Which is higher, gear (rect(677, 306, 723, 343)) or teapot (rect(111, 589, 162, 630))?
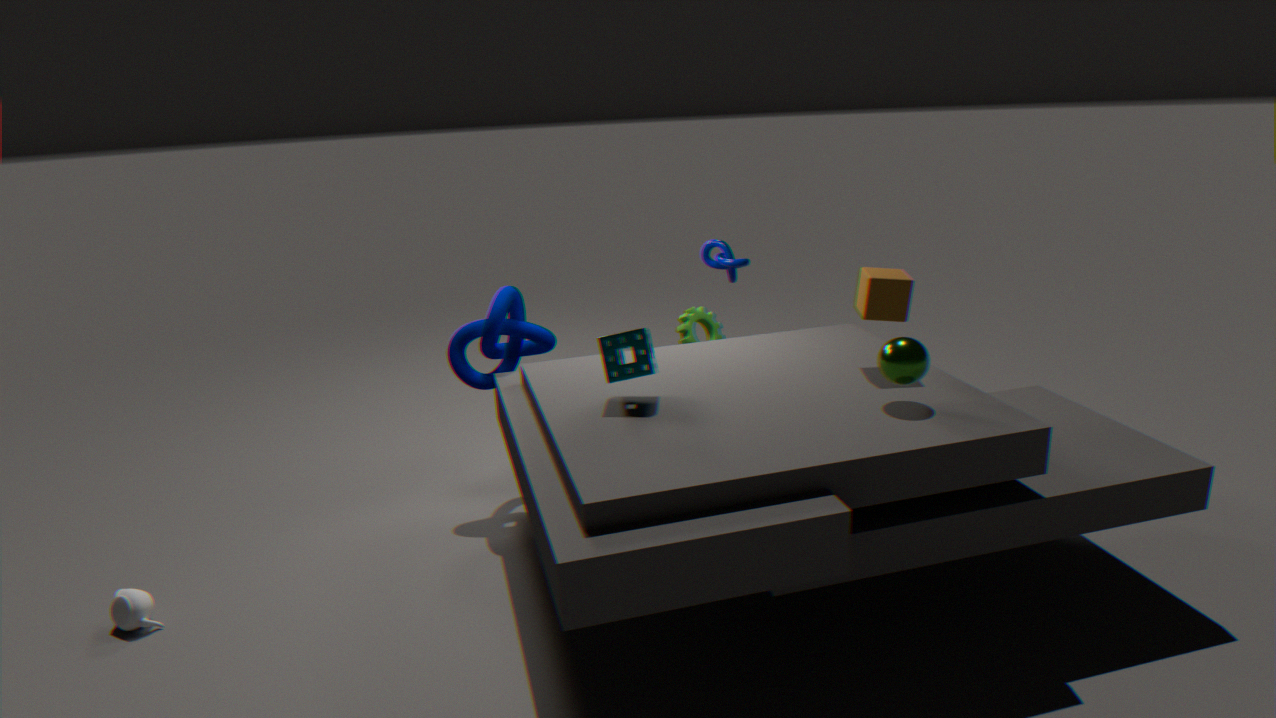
gear (rect(677, 306, 723, 343))
